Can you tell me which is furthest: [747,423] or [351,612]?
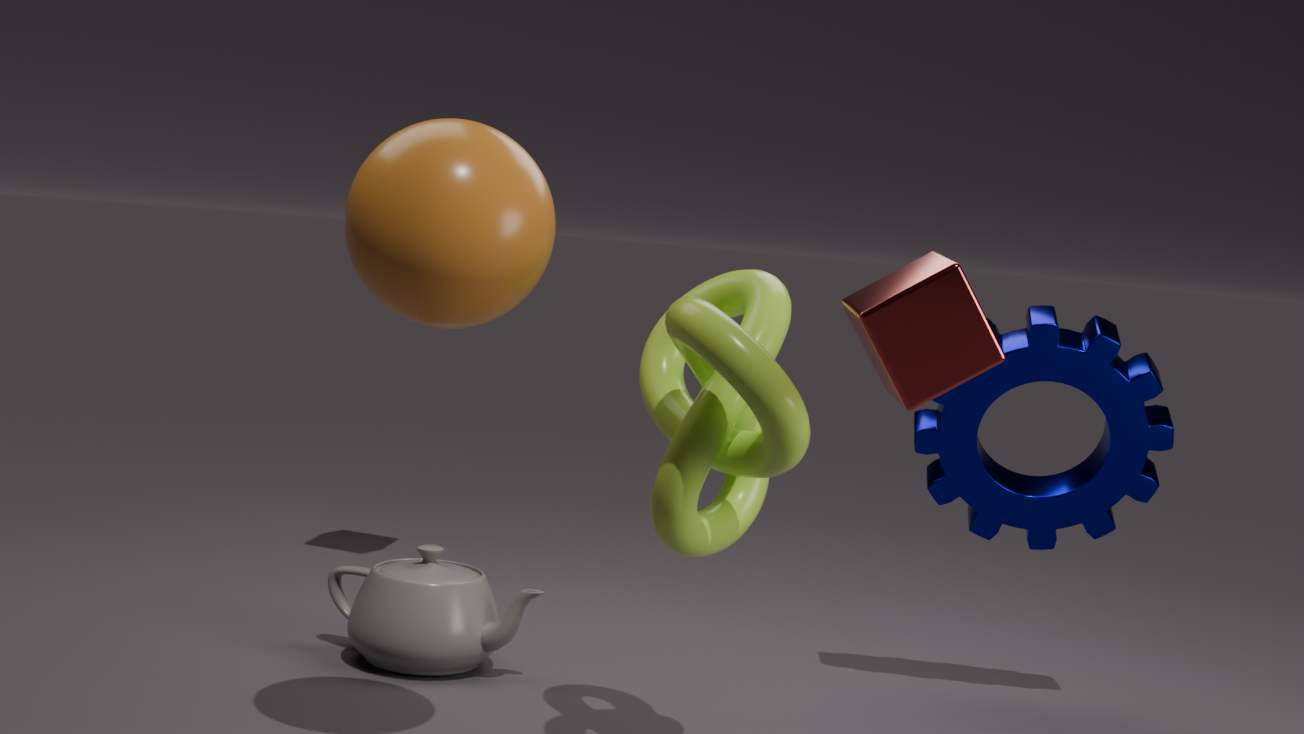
[351,612]
